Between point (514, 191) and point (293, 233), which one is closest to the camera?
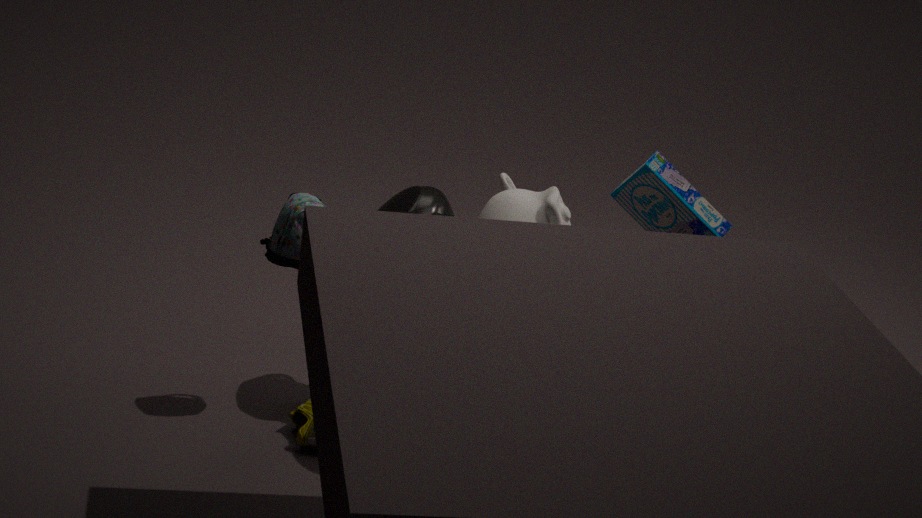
point (514, 191)
